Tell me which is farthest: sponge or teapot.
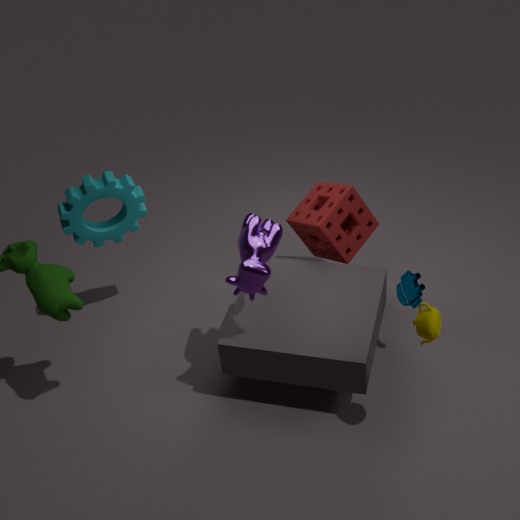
sponge
